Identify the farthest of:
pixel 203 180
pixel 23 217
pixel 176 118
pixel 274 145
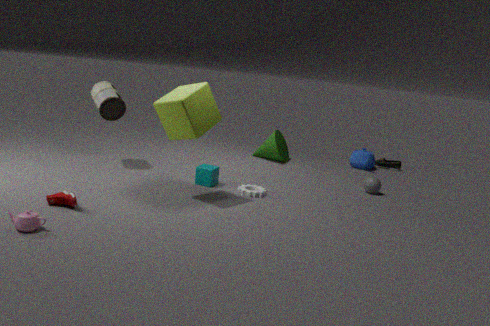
pixel 274 145
